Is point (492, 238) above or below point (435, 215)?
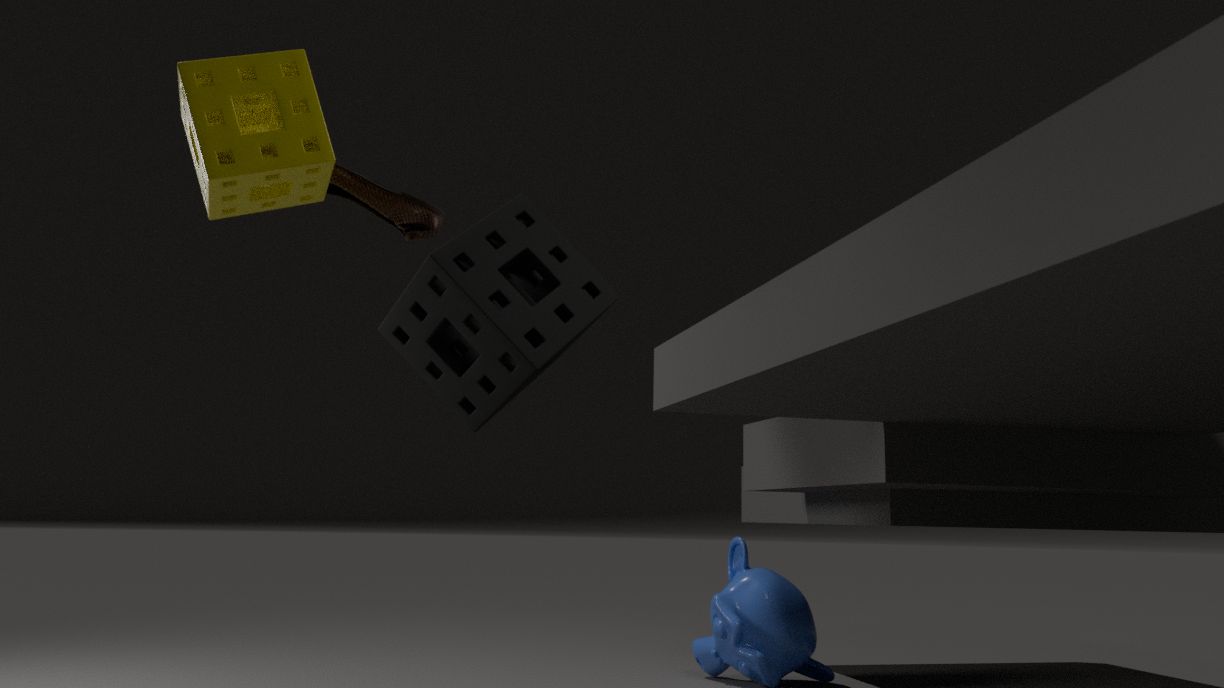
below
